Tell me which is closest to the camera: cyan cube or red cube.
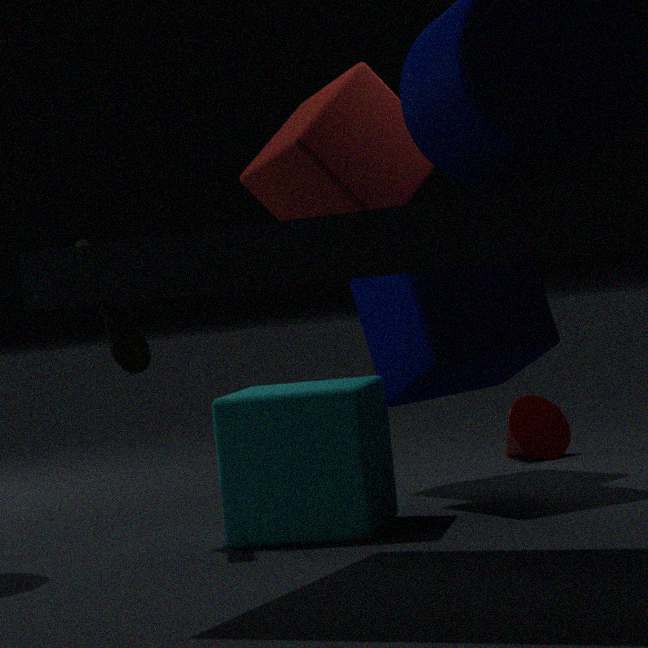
cyan cube
